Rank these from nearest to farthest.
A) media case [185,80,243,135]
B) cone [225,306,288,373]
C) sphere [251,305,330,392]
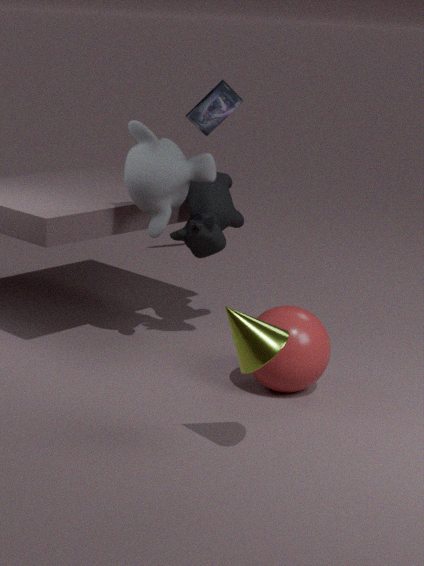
cone [225,306,288,373]
sphere [251,305,330,392]
media case [185,80,243,135]
